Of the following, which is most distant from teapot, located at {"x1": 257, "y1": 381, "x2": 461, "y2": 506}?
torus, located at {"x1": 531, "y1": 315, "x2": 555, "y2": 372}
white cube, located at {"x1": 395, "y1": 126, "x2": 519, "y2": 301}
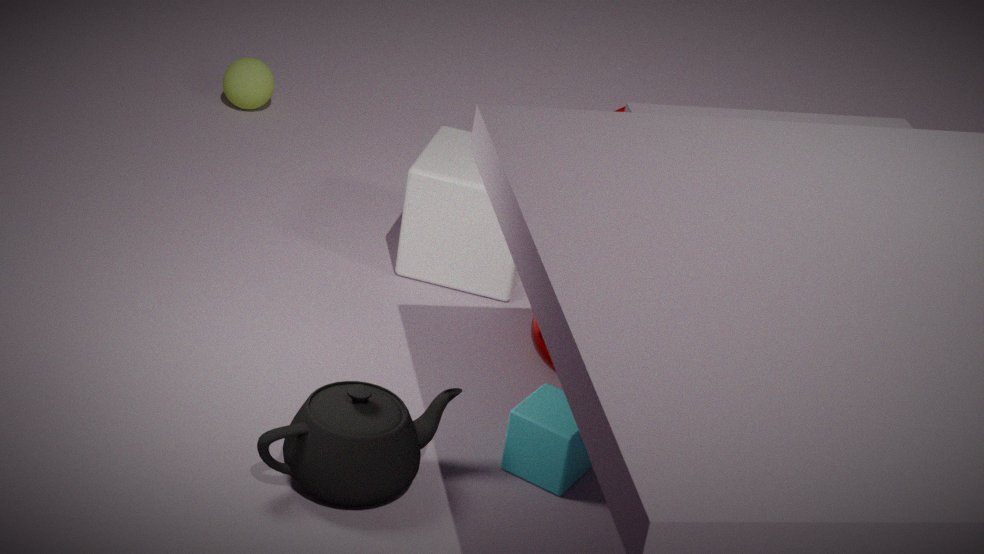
white cube, located at {"x1": 395, "y1": 126, "x2": 519, "y2": 301}
